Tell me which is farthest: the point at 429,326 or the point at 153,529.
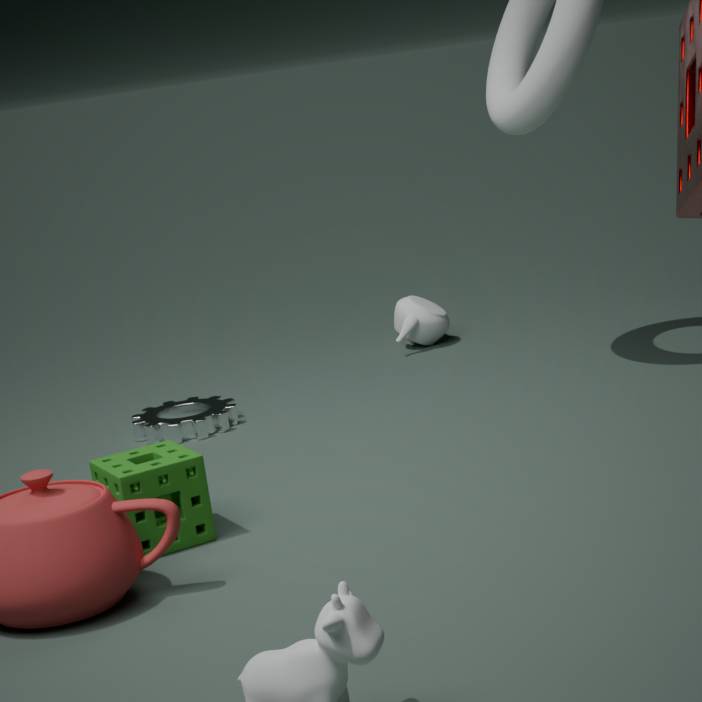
the point at 429,326
